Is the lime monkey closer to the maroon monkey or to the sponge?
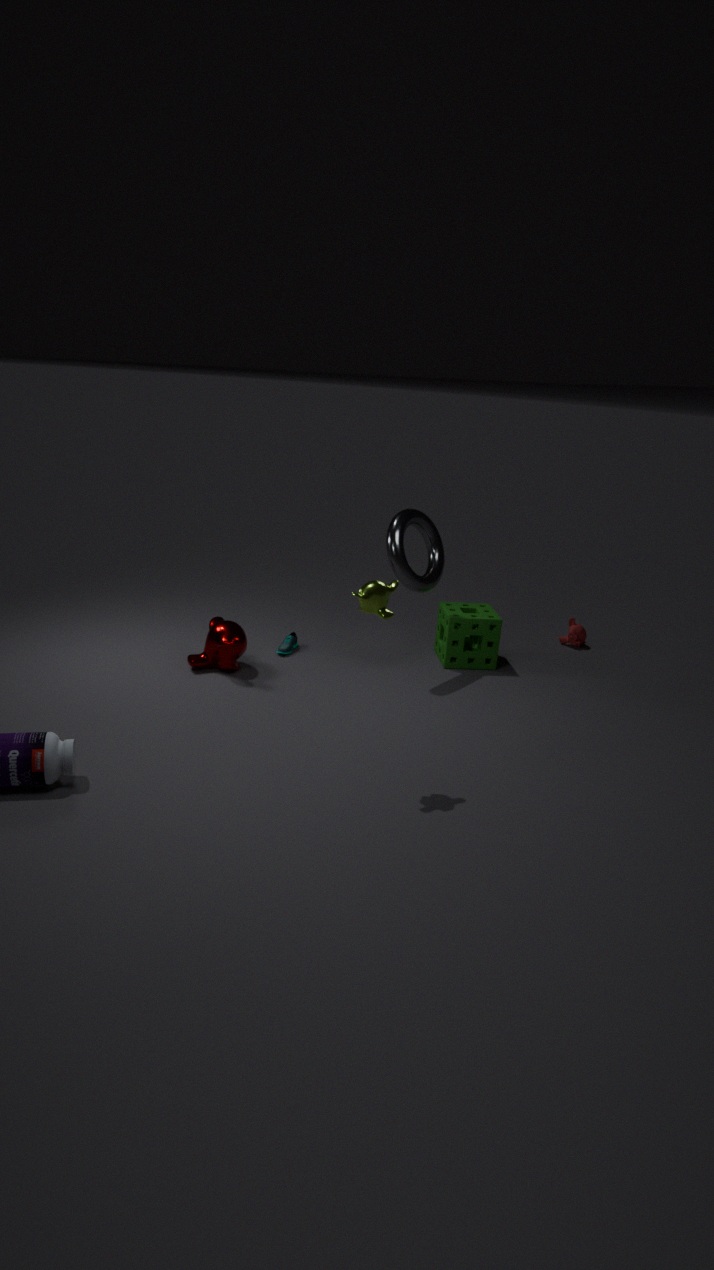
Answer: the maroon monkey
